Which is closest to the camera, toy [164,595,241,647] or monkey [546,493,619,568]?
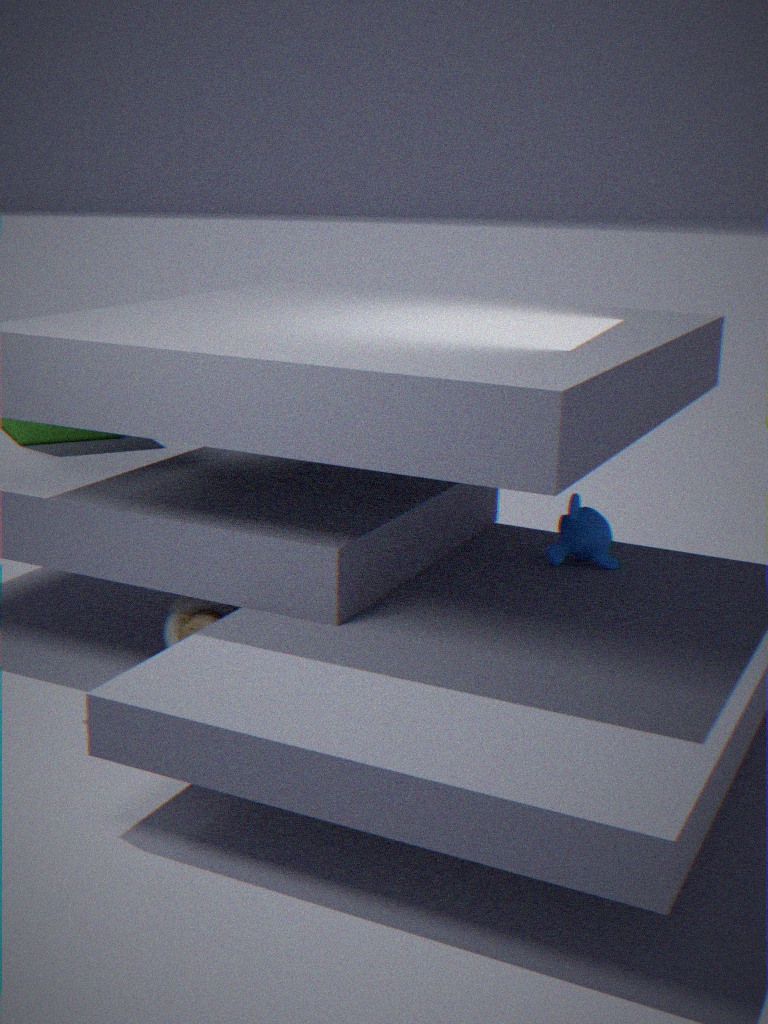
toy [164,595,241,647]
